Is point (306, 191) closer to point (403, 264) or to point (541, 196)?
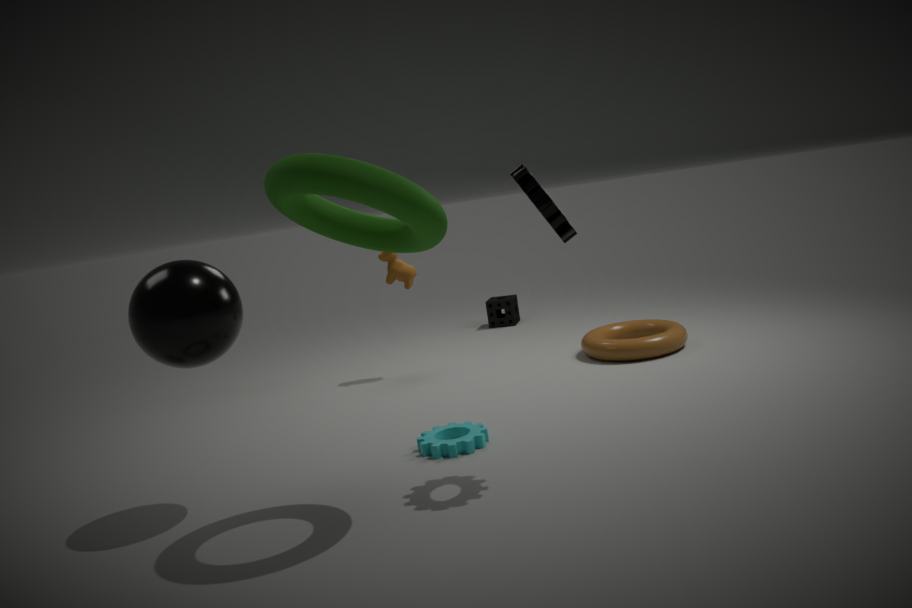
point (541, 196)
